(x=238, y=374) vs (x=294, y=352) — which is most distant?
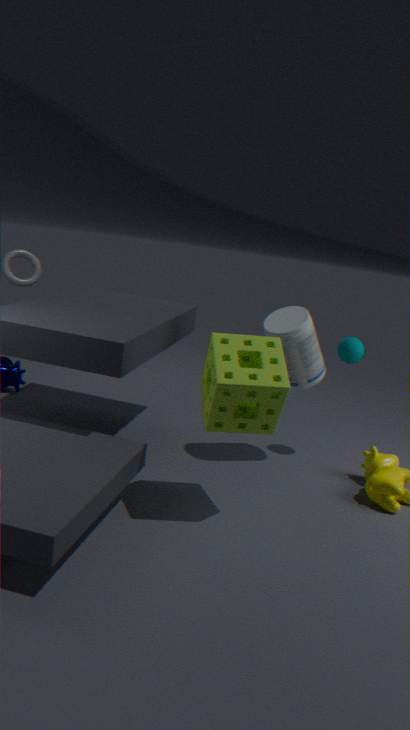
(x=294, y=352)
